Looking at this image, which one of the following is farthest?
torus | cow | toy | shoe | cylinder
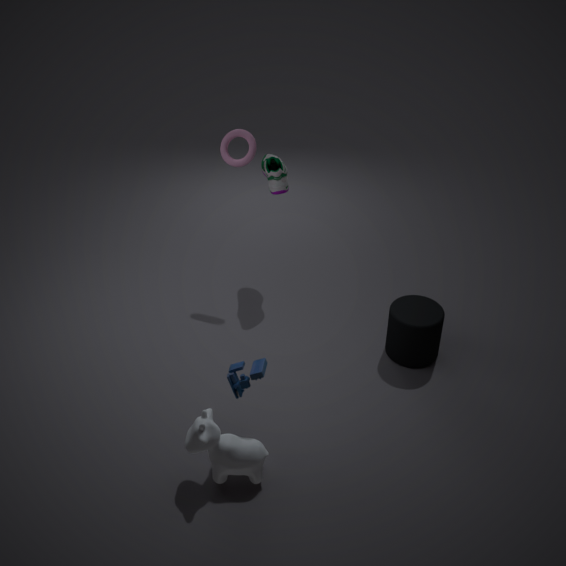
torus
